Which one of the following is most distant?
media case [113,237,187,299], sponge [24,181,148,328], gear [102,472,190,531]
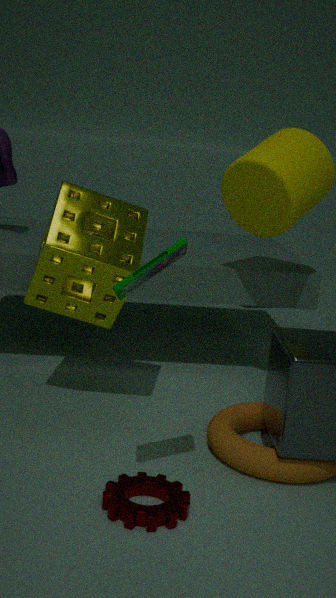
sponge [24,181,148,328]
